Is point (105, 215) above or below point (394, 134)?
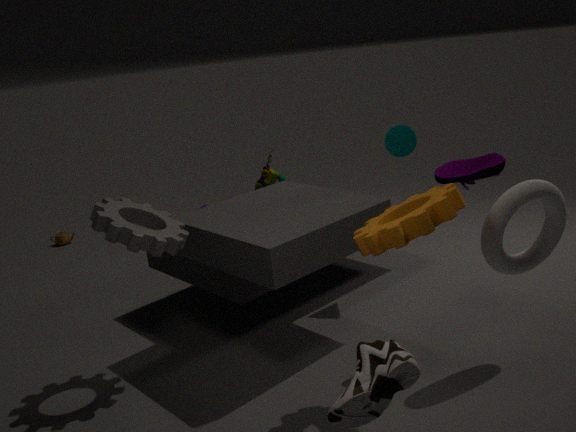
below
